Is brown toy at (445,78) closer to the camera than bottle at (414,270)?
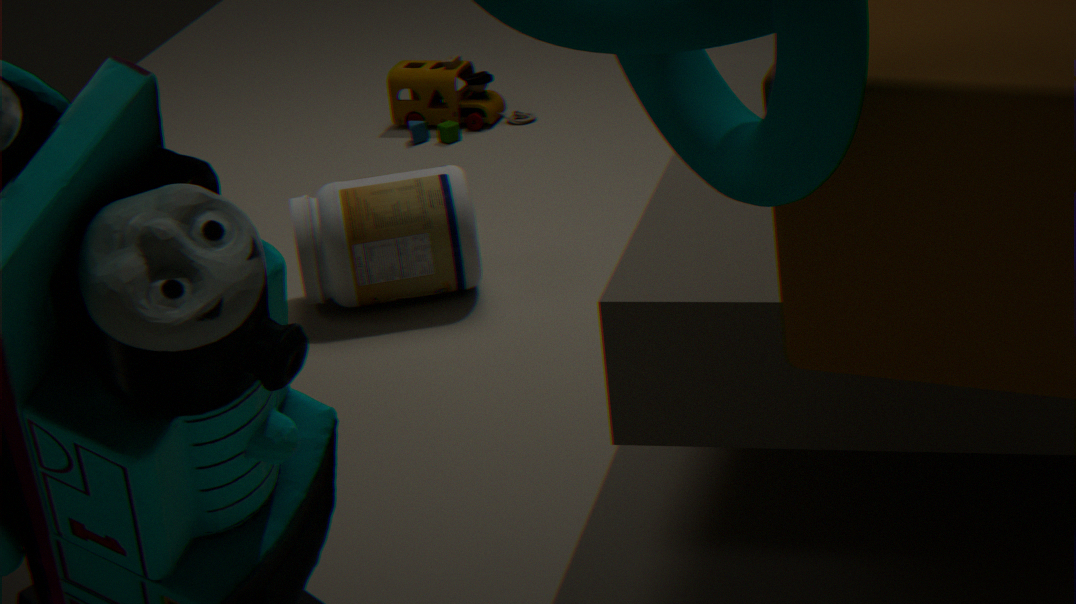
No
